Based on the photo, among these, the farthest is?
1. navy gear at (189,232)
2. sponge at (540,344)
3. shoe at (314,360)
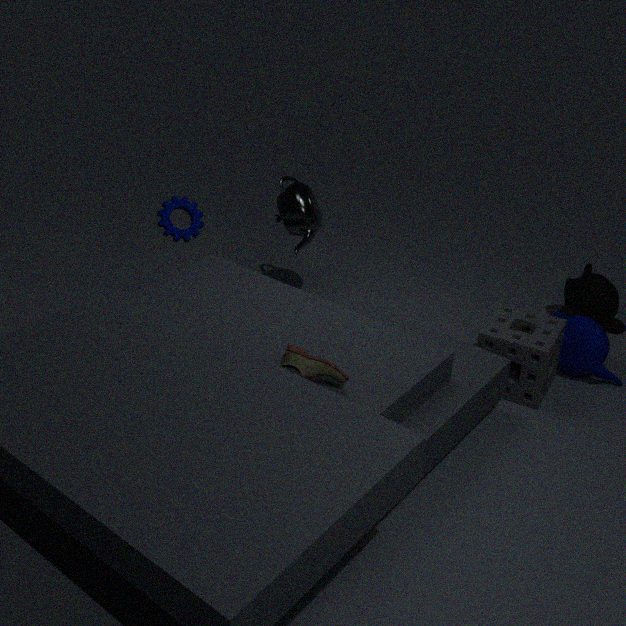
navy gear at (189,232)
